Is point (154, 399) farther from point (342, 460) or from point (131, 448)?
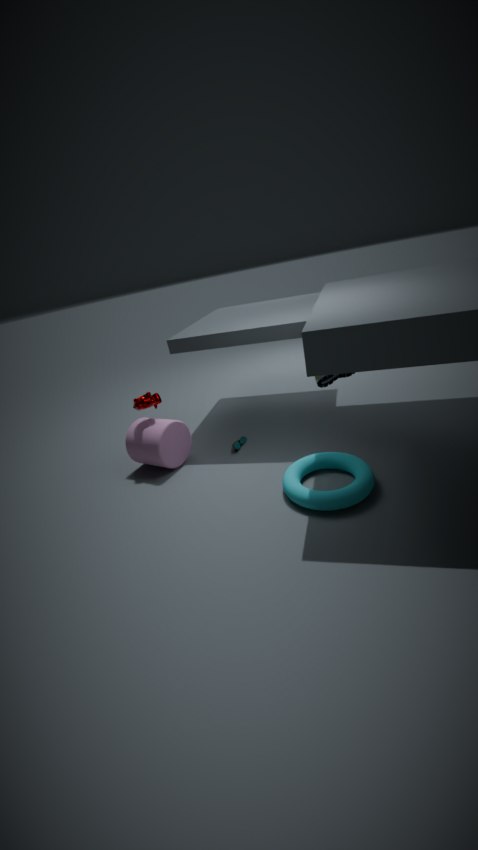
point (342, 460)
